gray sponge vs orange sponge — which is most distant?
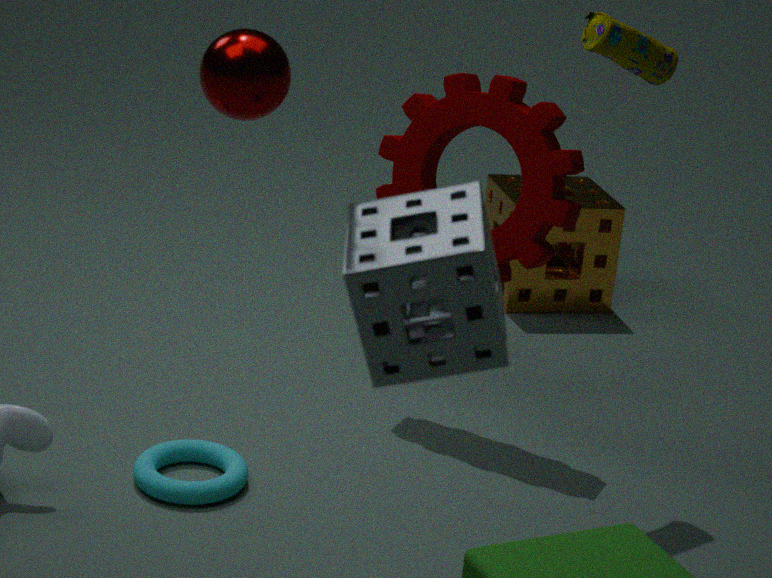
orange sponge
